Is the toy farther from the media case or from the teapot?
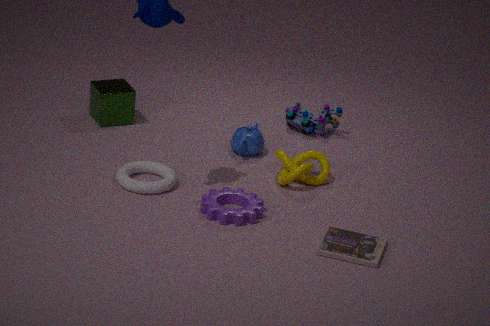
the media case
